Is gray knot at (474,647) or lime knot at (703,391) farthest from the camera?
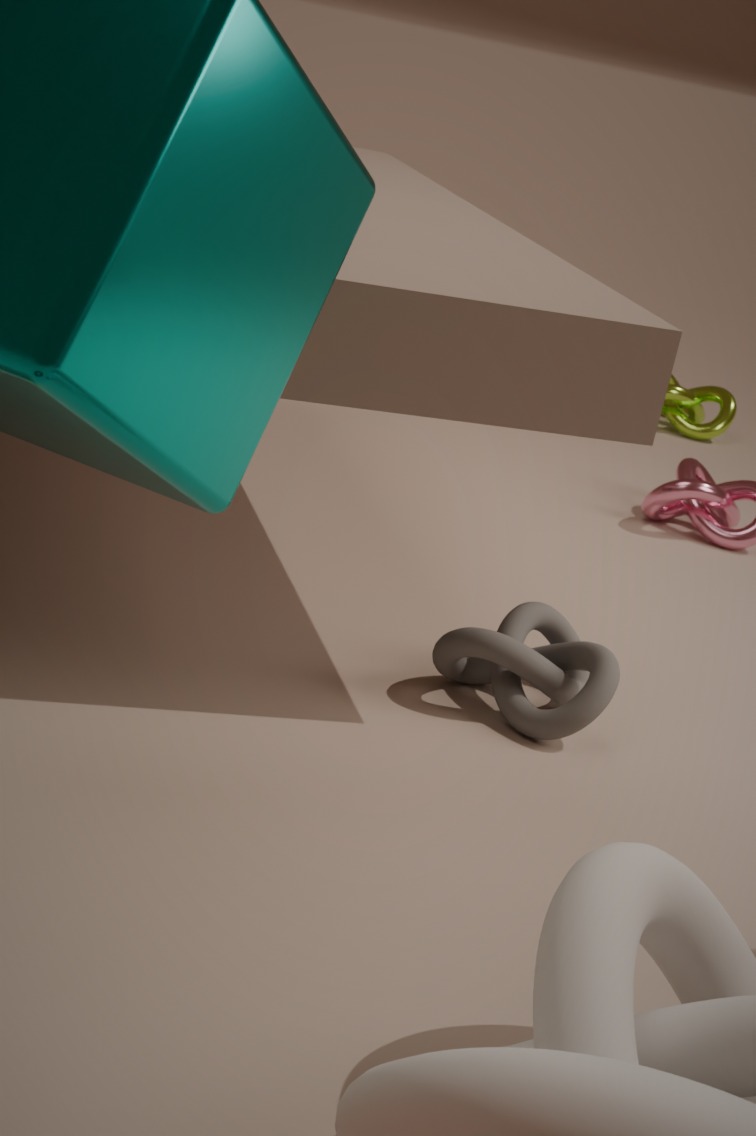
lime knot at (703,391)
